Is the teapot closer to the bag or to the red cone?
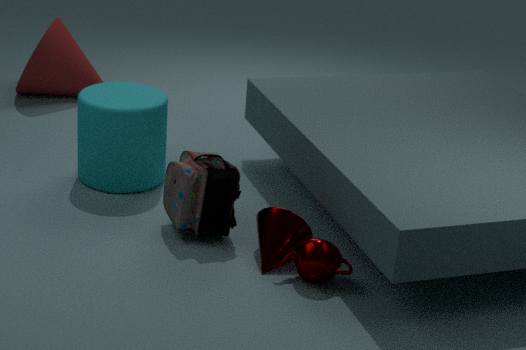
the bag
